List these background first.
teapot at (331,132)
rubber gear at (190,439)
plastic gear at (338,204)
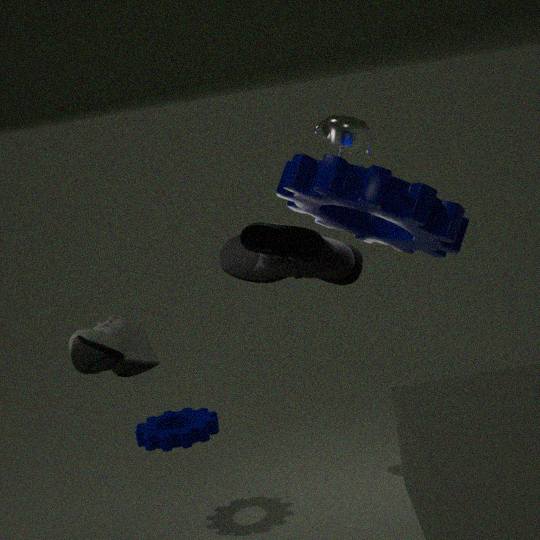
teapot at (331,132) < rubber gear at (190,439) < plastic gear at (338,204)
